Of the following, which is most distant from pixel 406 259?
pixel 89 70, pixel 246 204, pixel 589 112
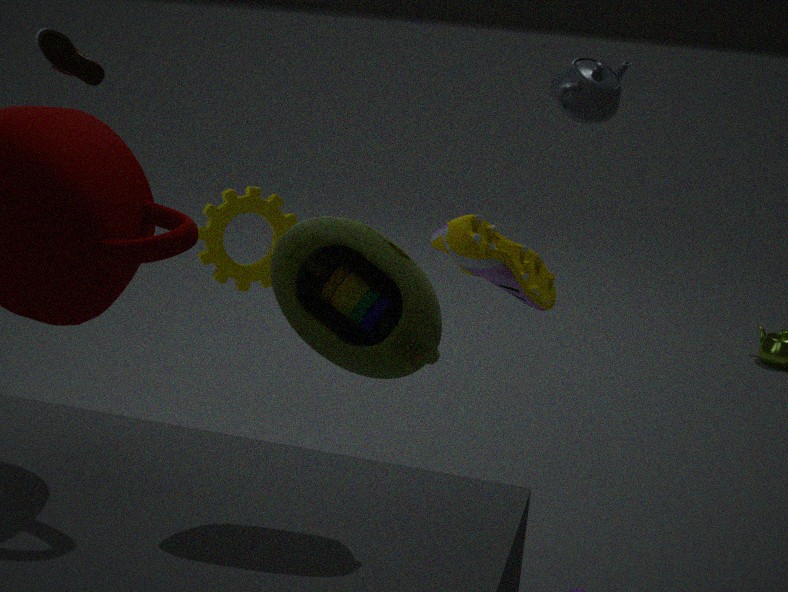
pixel 246 204
